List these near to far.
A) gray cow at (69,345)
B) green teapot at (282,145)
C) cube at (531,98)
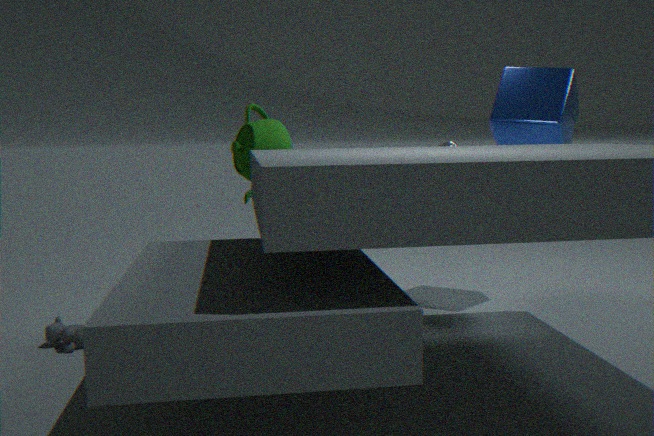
gray cow at (69,345) < green teapot at (282,145) < cube at (531,98)
